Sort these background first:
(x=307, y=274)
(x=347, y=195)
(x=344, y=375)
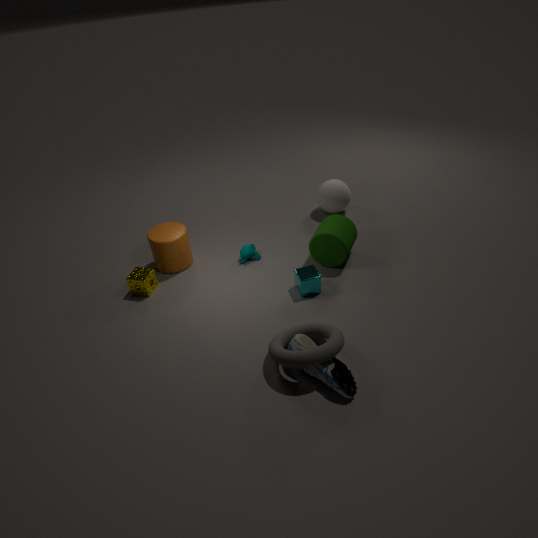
(x=347, y=195), (x=307, y=274), (x=344, y=375)
